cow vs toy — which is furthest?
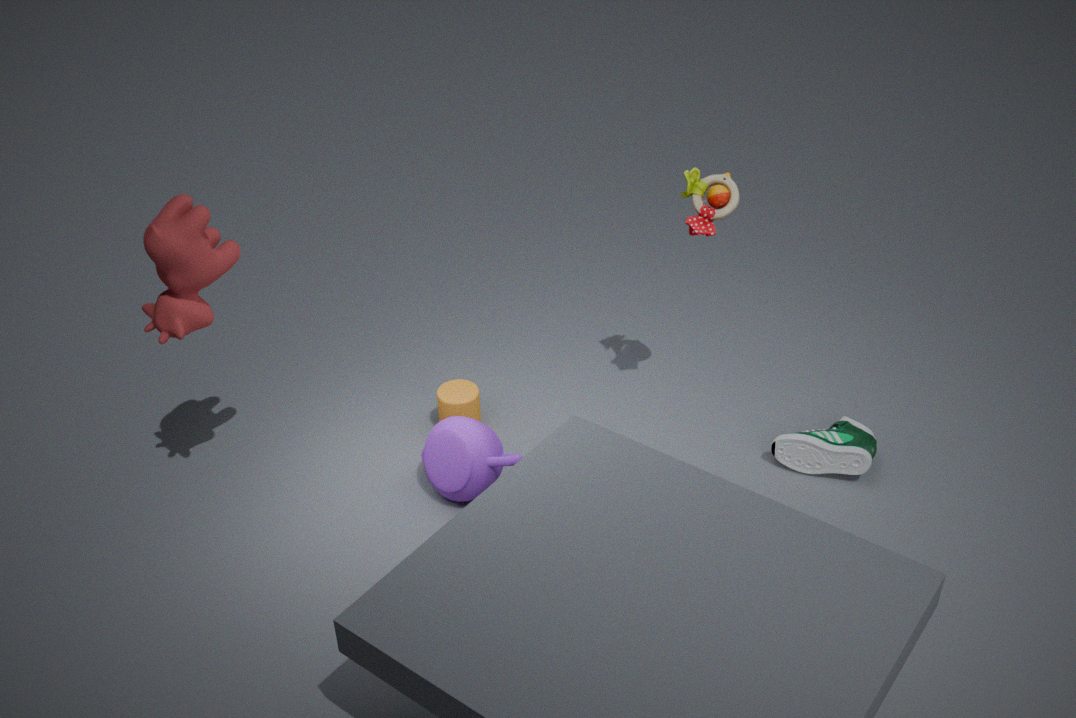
toy
